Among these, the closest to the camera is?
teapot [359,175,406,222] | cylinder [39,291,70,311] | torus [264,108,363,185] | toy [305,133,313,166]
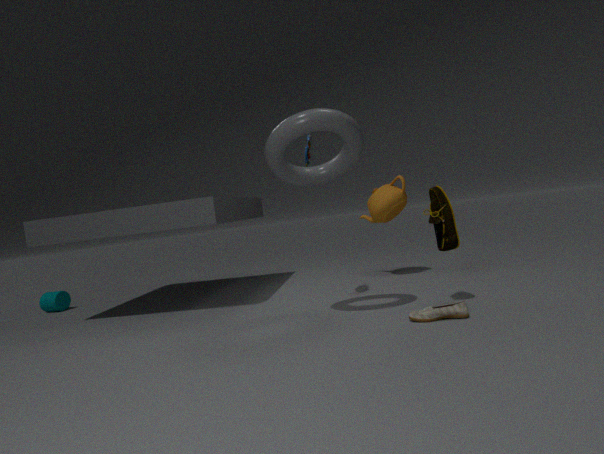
torus [264,108,363,185]
